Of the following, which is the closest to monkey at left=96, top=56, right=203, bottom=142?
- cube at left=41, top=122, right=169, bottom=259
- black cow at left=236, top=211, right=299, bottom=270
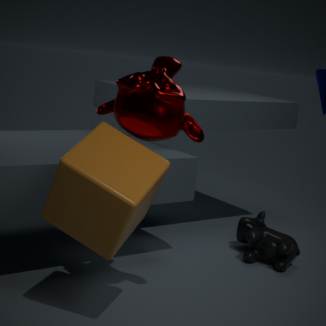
cube at left=41, top=122, right=169, bottom=259
